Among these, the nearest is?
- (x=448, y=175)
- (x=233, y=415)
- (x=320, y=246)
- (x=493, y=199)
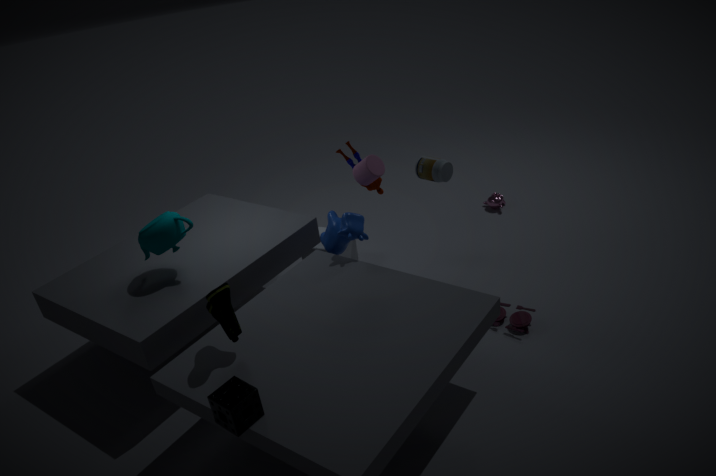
(x=233, y=415)
